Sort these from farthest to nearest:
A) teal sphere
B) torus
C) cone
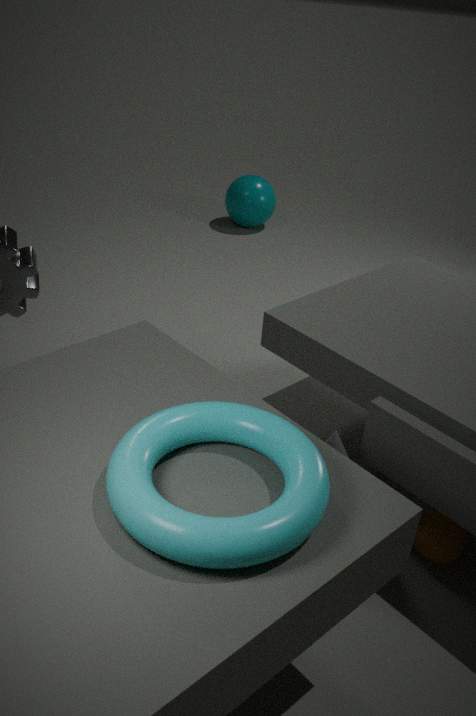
teal sphere → cone → torus
